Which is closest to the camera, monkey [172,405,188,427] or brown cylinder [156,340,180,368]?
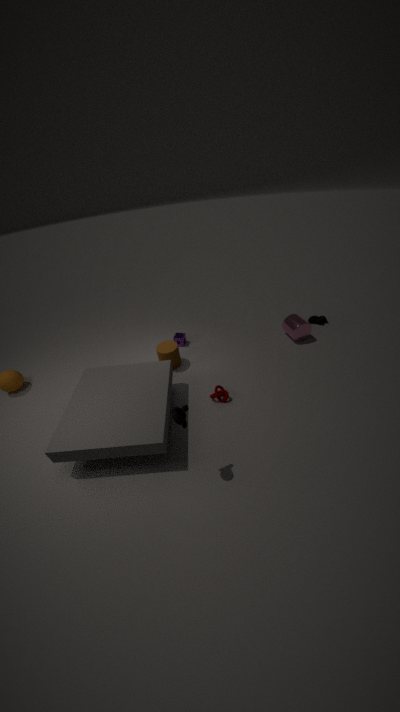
monkey [172,405,188,427]
